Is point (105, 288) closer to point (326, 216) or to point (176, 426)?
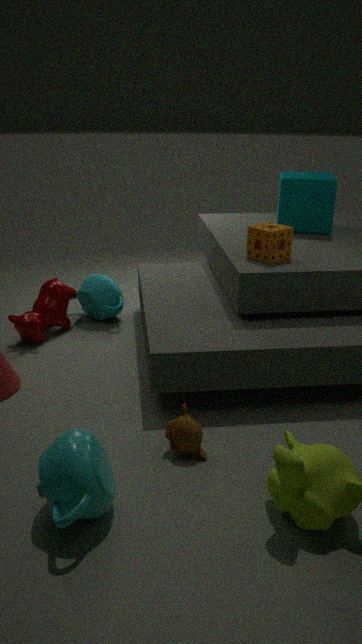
point (326, 216)
